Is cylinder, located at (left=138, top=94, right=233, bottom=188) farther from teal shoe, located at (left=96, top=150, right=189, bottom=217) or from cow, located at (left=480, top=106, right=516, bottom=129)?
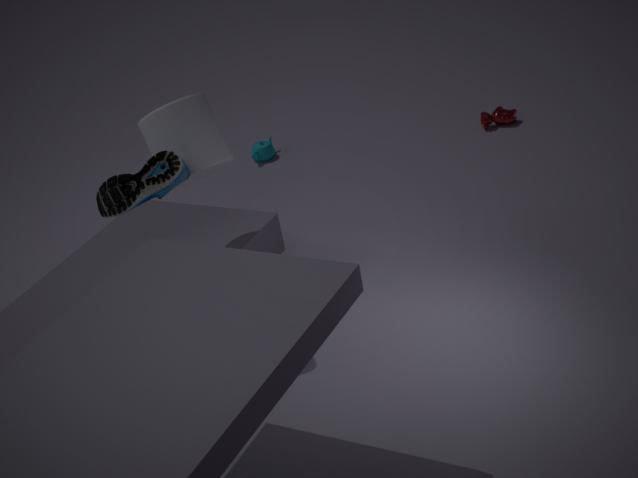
cow, located at (left=480, top=106, right=516, bottom=129)
